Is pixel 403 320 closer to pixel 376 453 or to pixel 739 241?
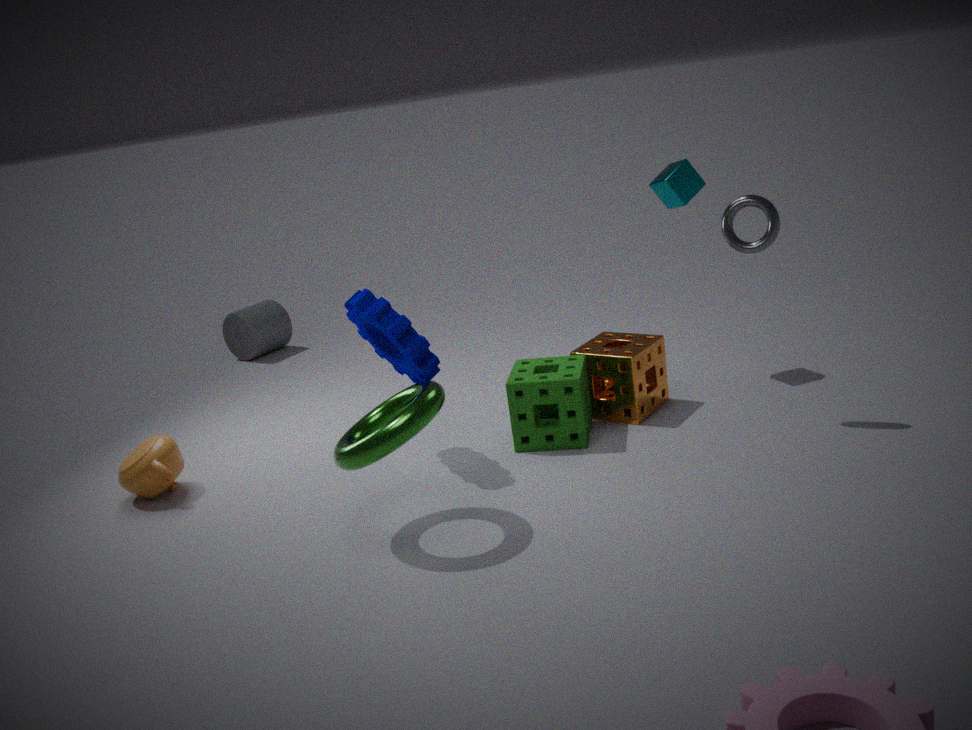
pixel 376 453
